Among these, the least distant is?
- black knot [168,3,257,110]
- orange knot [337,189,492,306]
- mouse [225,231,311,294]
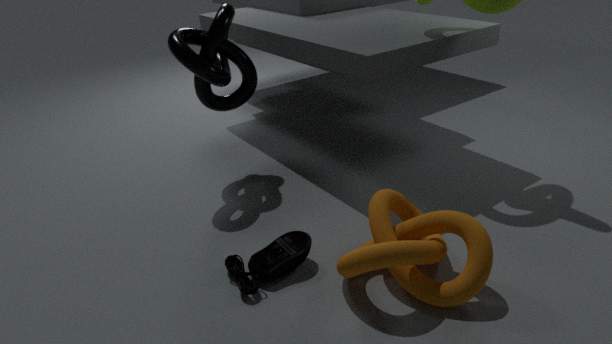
orange knot [337,189,492,306]
